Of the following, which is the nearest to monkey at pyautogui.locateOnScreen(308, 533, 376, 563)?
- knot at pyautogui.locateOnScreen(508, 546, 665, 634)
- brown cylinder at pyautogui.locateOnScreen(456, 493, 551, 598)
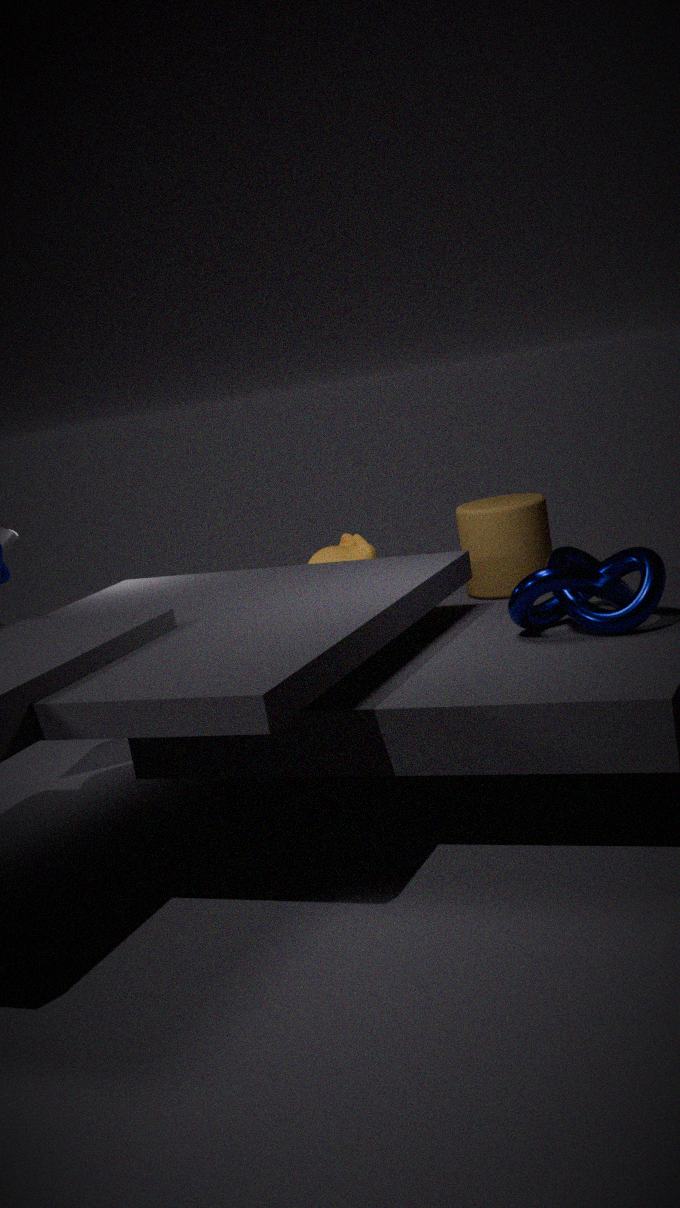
brown cylinder at pyautogui.locateOnScreen(456, 493, 551, 598)
